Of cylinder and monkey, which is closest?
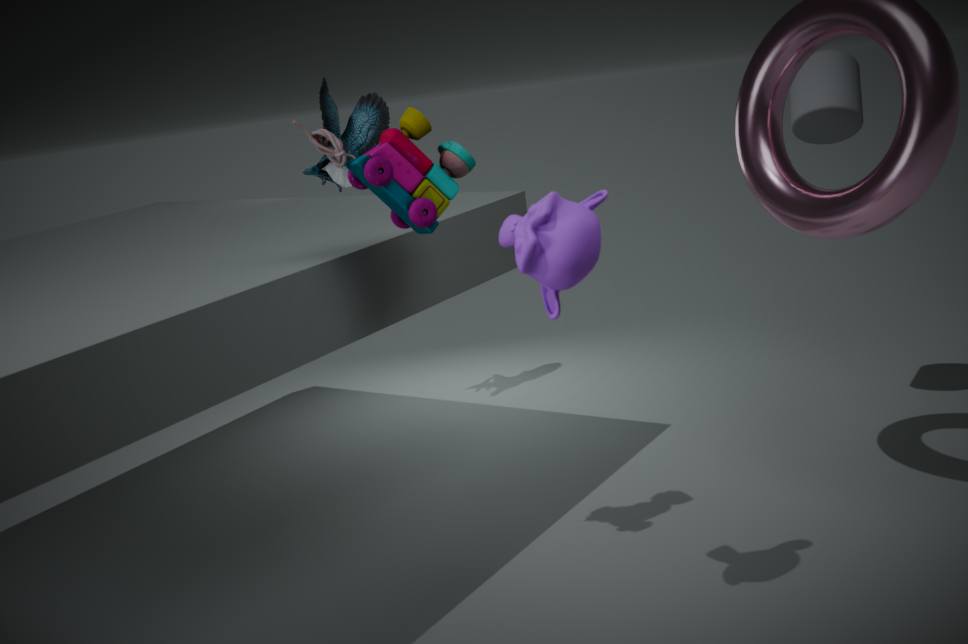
monkey
